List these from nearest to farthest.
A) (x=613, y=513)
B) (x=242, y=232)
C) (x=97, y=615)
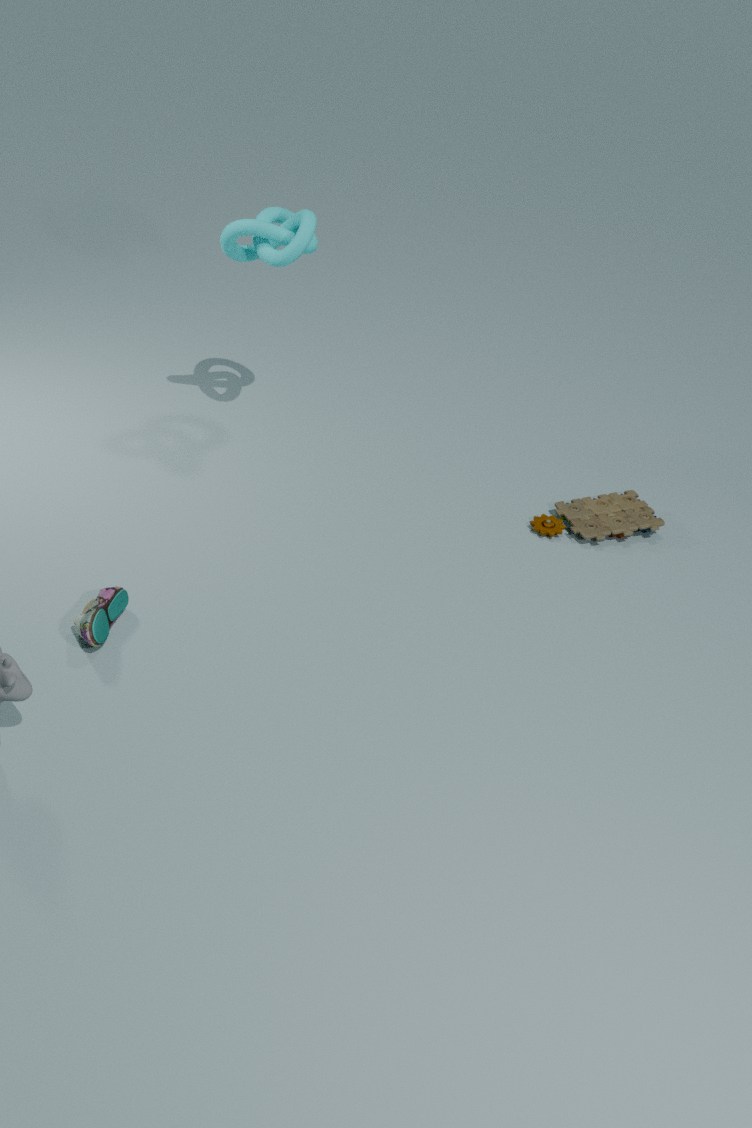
(x=97, y=615)
(x=242, y=232)
(x=613, y=513)
